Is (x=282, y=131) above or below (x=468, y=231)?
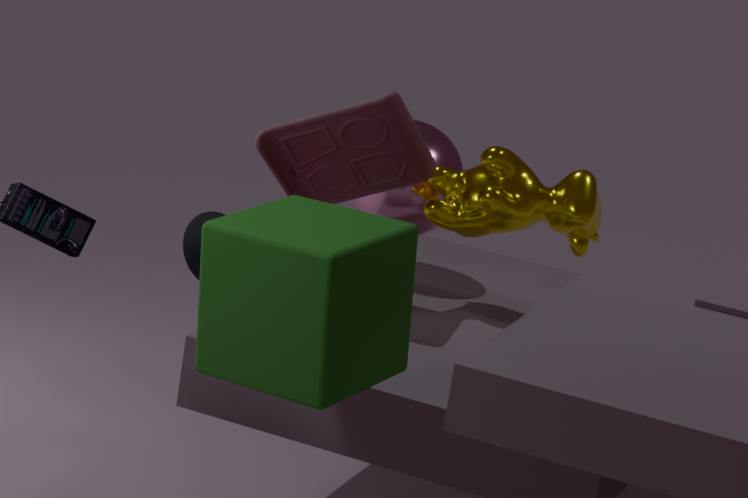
above
